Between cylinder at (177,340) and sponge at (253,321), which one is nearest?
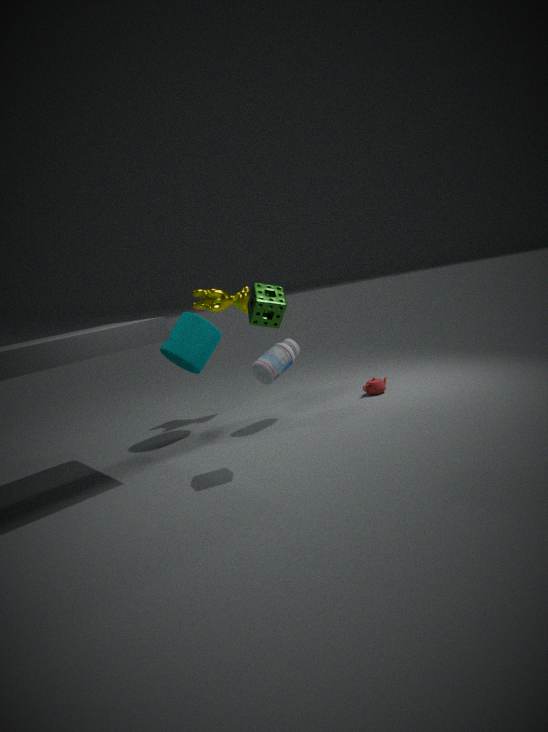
sponge at (253,321)
